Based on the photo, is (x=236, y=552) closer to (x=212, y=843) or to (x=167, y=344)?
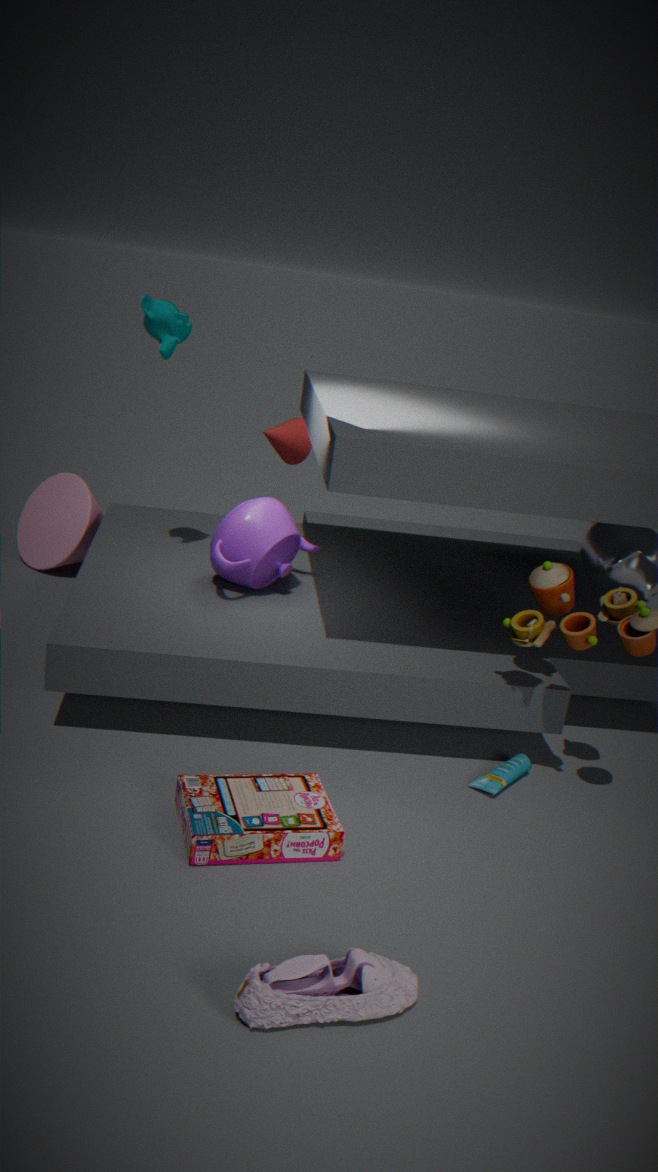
(x=167, y=344)
